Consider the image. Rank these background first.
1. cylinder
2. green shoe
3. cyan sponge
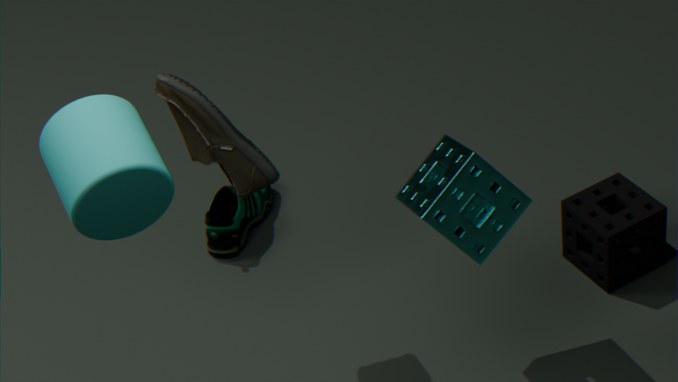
green shoe → cyan sponge → cylinder
